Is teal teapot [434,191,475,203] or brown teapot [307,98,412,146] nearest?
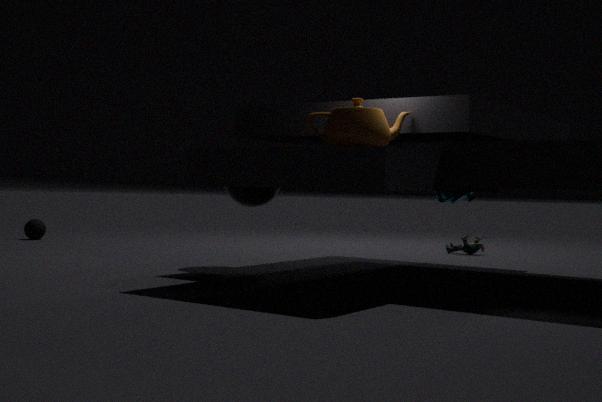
brown teapot [307,98,412,146]
